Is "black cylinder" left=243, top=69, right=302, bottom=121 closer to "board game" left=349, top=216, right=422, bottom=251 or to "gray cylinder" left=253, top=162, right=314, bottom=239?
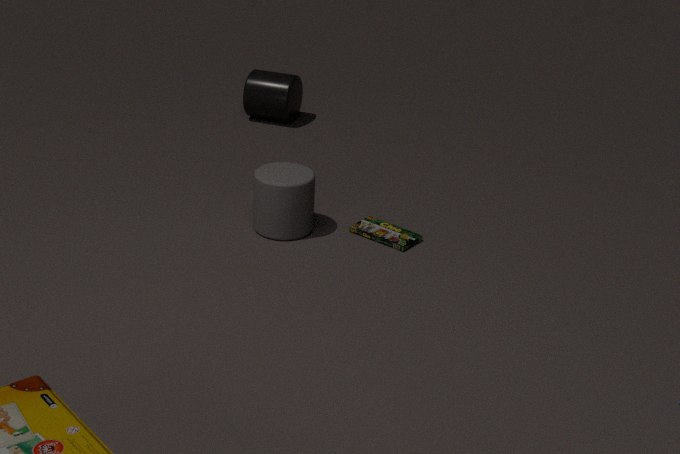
"gray cylinder" left=253, top=162, right=314, bottom=239
